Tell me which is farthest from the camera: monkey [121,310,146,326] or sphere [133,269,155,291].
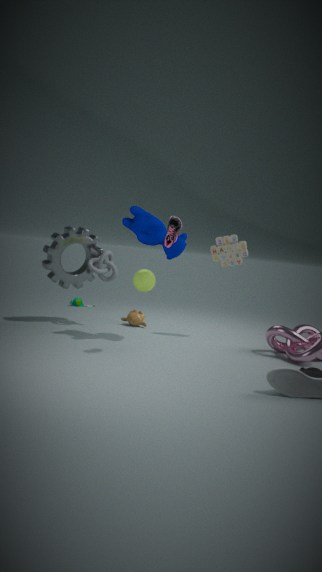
monkey [121,310,146,326]
